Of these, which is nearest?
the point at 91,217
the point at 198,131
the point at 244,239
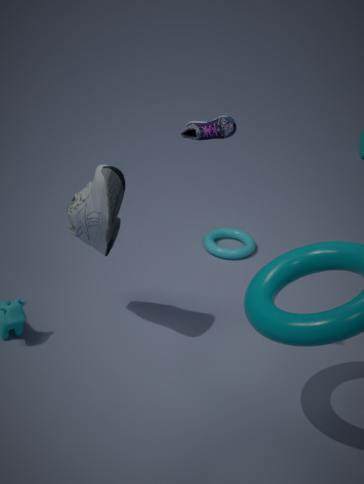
the point at 198,131
